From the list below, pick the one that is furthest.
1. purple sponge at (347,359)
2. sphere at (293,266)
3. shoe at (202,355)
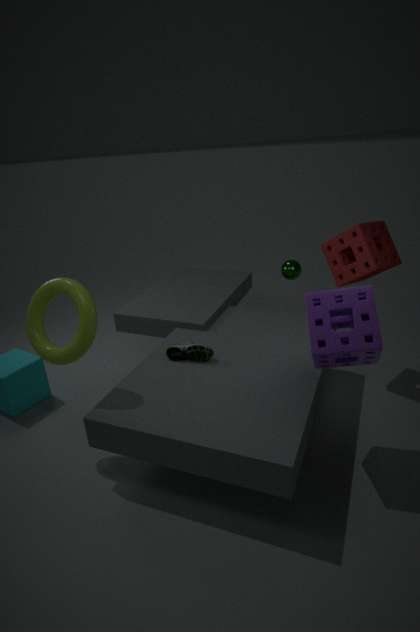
sphere at (293,266)
